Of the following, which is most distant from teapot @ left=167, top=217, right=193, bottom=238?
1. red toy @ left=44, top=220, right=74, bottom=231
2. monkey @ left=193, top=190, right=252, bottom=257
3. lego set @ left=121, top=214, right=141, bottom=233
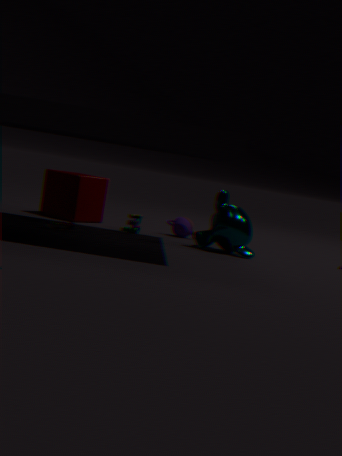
red toy @ left=44, top=220, right=74, bottom=231
